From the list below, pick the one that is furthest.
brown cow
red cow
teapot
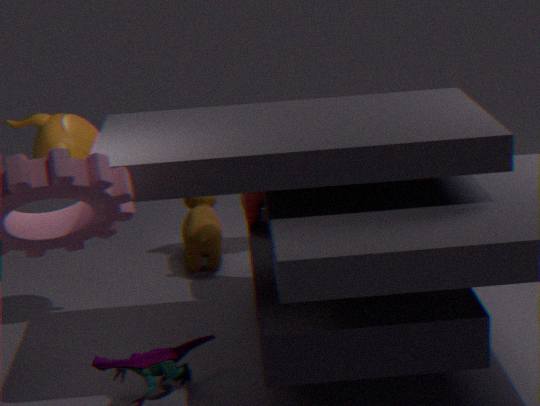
brown cow
